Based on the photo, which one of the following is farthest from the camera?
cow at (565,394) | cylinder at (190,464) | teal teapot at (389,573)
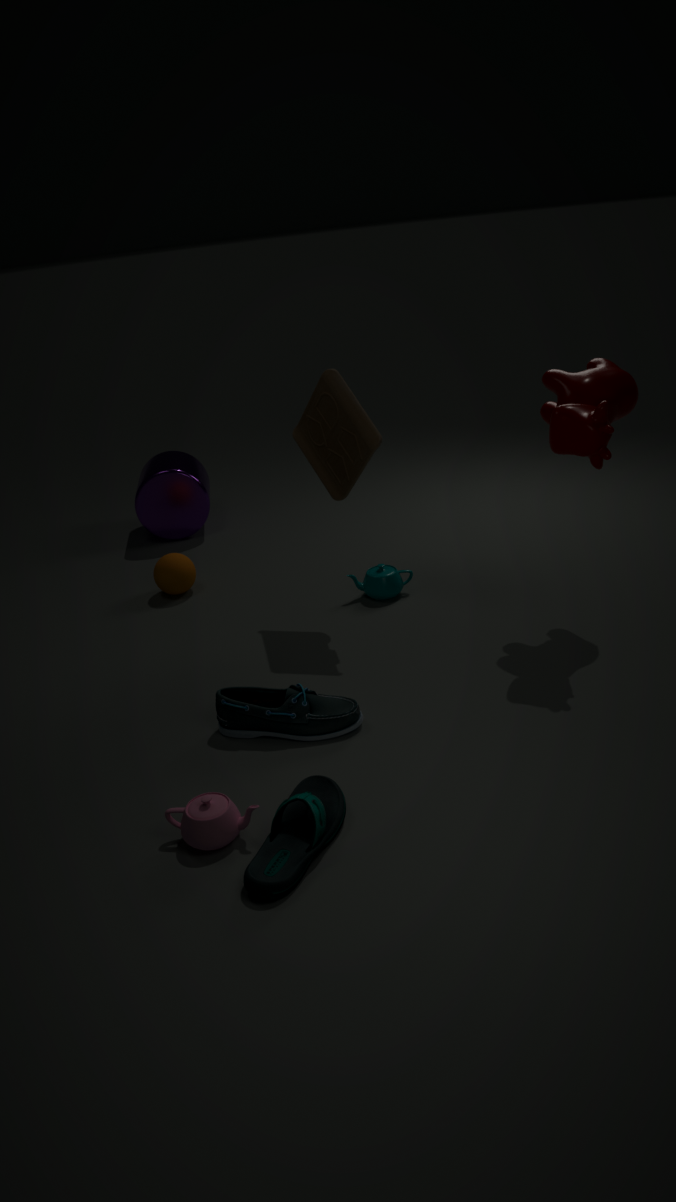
cylinder at (190,464)
